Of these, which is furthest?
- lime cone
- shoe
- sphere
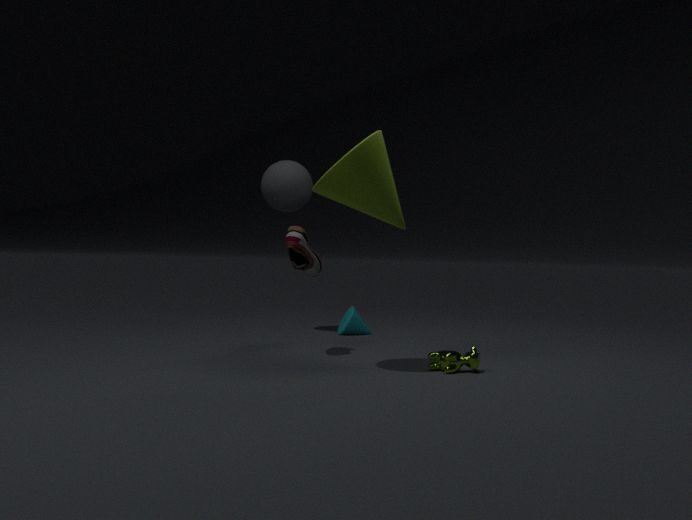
sphere
